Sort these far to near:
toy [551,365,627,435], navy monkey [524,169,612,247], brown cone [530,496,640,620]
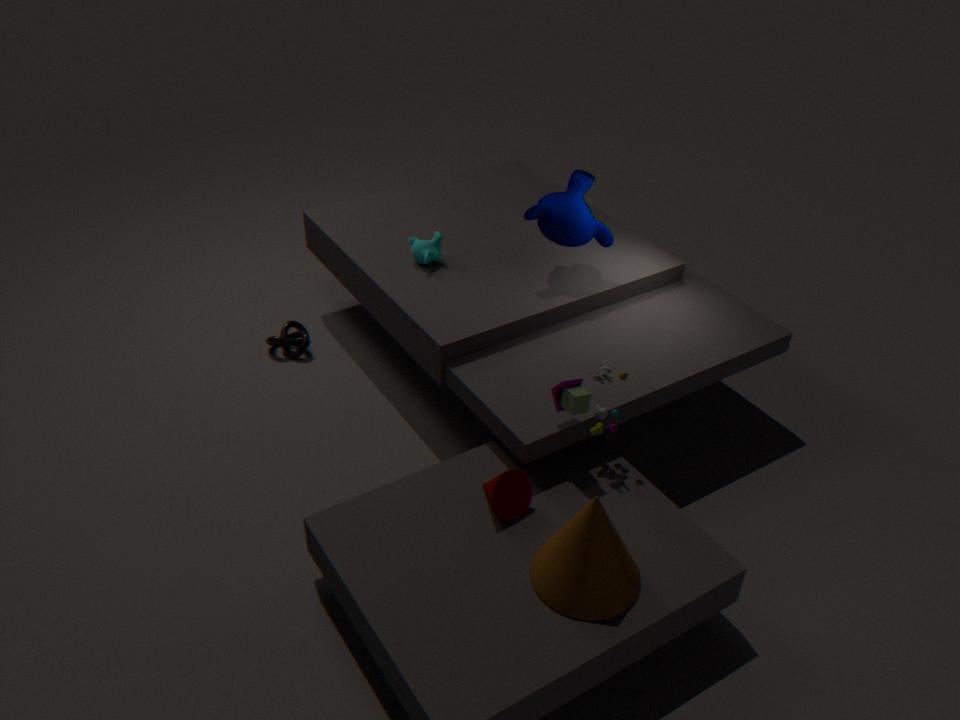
1. navy monkey [524,169,612,247]
2. toy [551,365,627,435]
3. brown cone [530,496,640,620]
